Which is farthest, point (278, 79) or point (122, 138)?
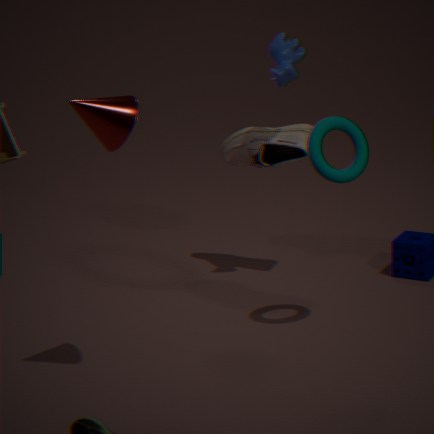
point (278, 79)
